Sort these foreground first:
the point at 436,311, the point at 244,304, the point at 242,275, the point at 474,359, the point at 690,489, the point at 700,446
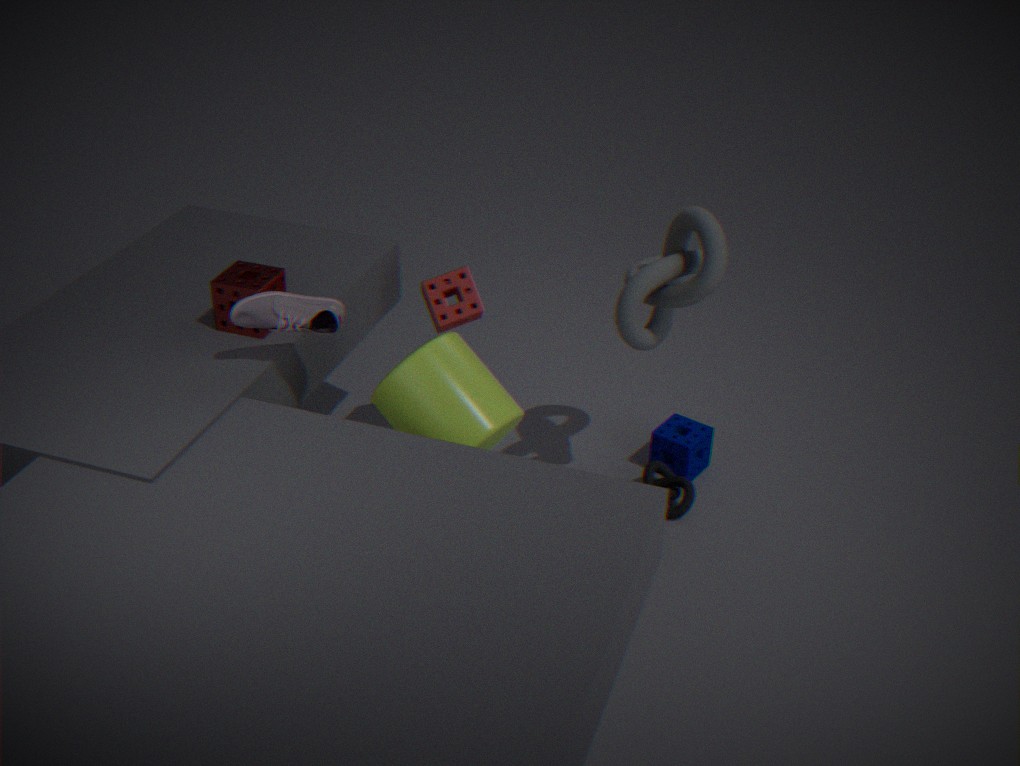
the point at 244,304 < the point at 474,359 < the point at 242,275 < the point at 436,311 < the point at 690,489 < the point at 700,446
